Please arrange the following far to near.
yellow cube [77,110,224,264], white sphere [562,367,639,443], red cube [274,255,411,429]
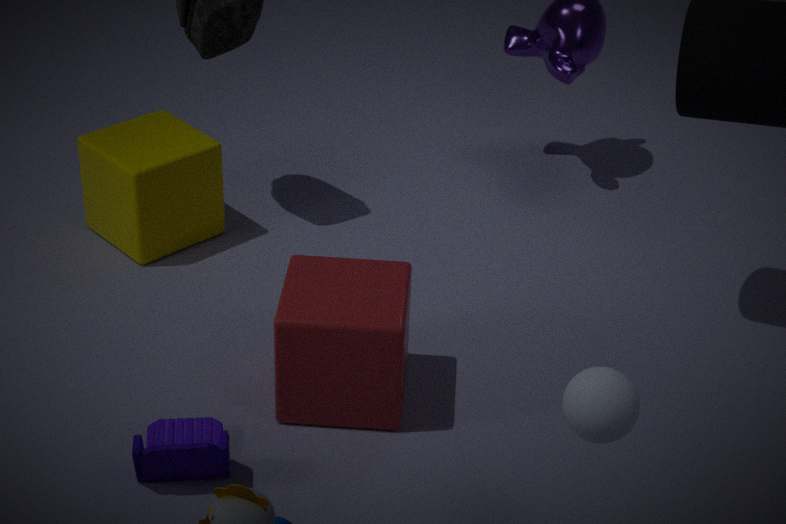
yellow cube [77,110,224,264]
red cube [274,255,411,429]
white sphere [562,367,639,443]
